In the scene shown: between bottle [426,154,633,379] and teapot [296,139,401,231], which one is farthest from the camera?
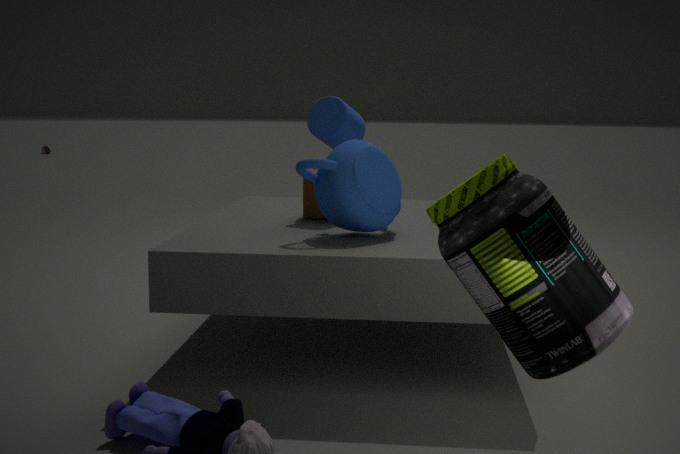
teapot [296,139,401,231]
